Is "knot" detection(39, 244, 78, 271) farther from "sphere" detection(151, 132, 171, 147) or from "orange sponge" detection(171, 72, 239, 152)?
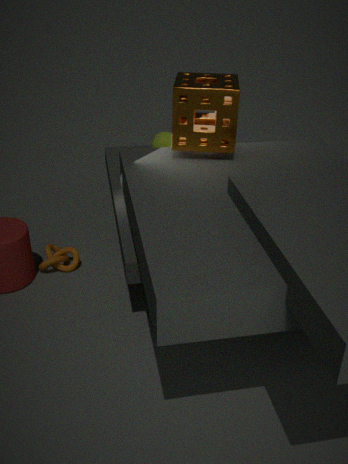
"orange sponge" detection(171, 72, 239, 152)
